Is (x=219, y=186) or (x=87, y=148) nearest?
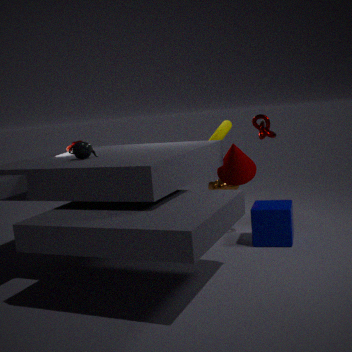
(x=87, y=148)
